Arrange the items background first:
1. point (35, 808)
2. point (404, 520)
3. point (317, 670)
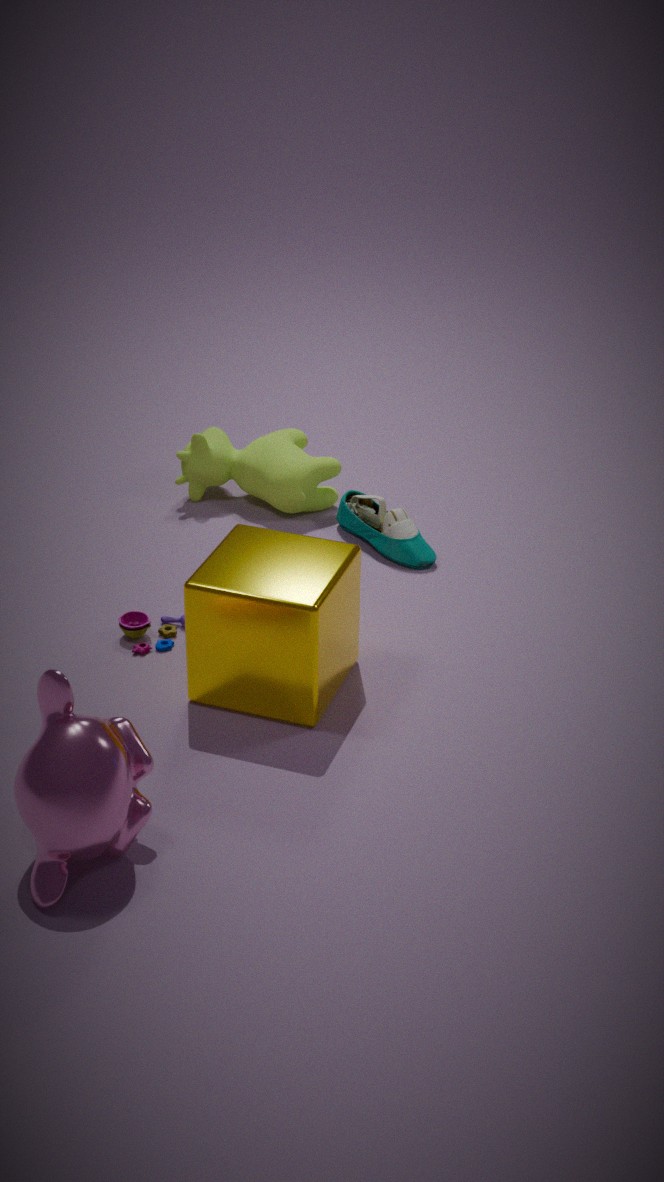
point (404, 520) → point (317, 670) → point (35, 808)
